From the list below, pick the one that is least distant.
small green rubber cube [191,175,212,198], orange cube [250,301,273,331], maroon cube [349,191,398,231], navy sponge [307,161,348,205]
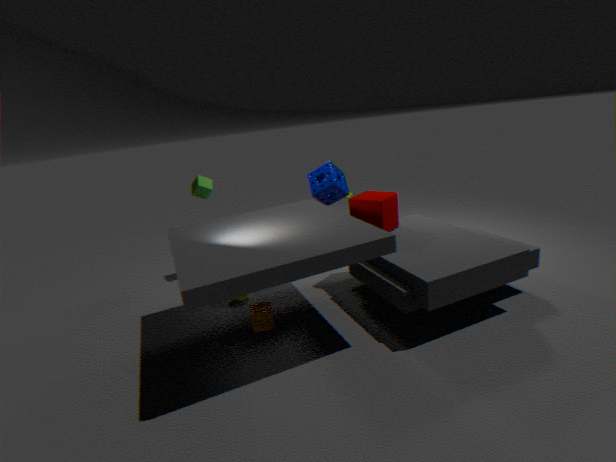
orange cube [250,301,273,331]
